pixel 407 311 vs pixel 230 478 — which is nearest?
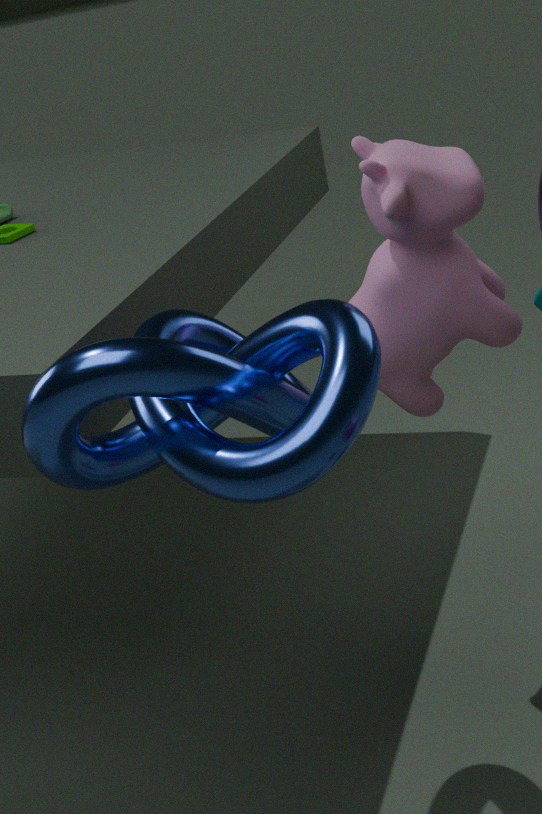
pixel 230 478
